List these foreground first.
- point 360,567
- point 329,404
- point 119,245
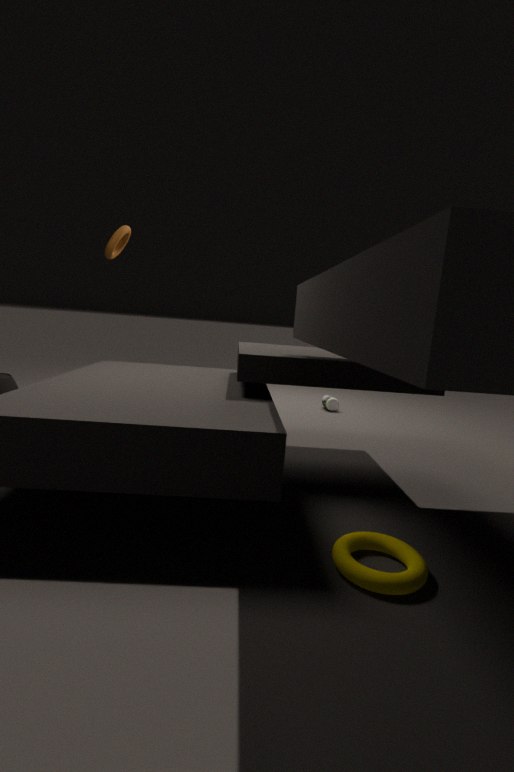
point 360,567 → point 119,245 → point 329,404
